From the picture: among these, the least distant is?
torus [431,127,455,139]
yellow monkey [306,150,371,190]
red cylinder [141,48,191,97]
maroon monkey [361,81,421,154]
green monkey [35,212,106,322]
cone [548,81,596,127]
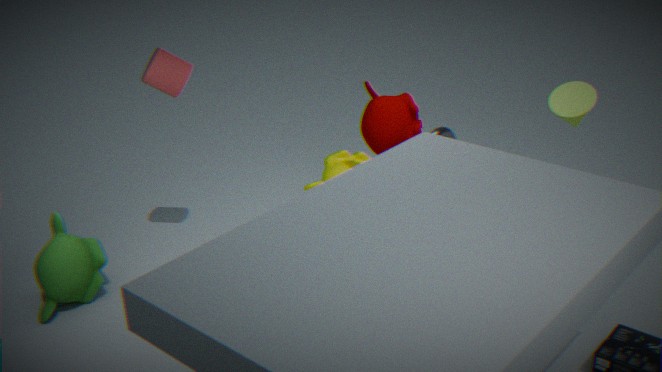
green monkey [35,212,106,322]
